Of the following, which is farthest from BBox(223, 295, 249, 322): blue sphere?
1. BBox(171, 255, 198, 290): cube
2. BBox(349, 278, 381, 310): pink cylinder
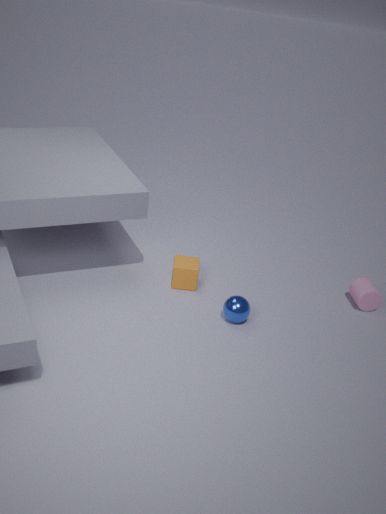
BBox(349, 278, 381, 310): pink cylinder
